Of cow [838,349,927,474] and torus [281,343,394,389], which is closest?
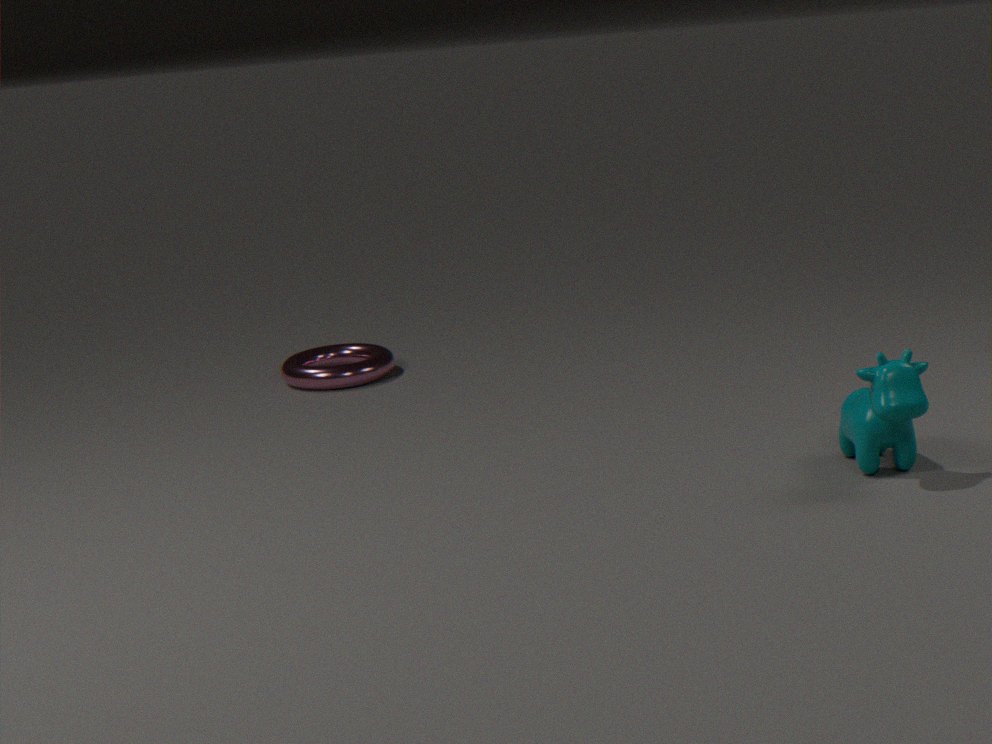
cow [838,349,927,474]
